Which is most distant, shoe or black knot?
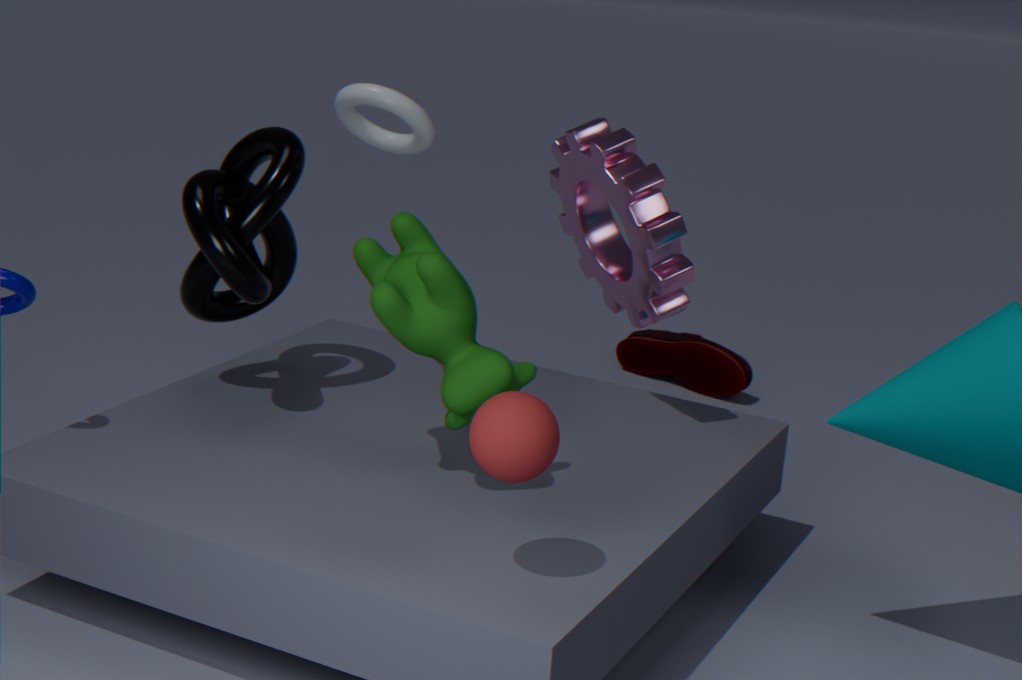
shoe
